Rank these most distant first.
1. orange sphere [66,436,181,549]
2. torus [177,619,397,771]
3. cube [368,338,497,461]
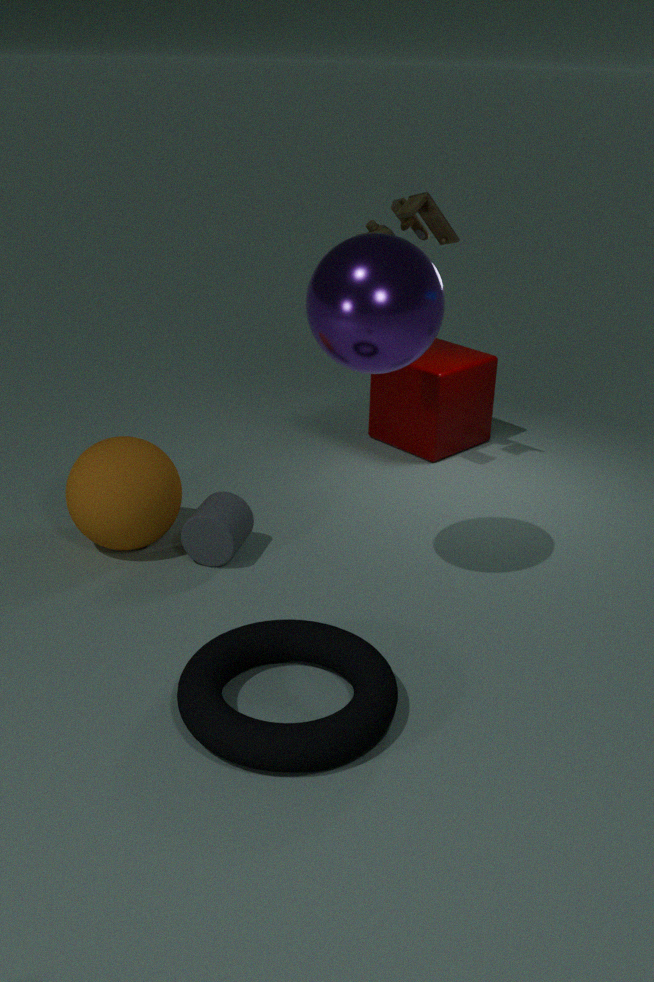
cube [368,338,497,461] → orange sphere [66,436,181,549] → torus [177,619,397,771]
